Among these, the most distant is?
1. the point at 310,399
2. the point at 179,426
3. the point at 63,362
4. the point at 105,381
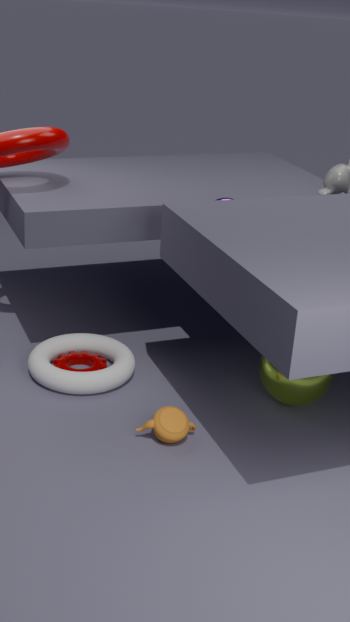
the point at 63,362
